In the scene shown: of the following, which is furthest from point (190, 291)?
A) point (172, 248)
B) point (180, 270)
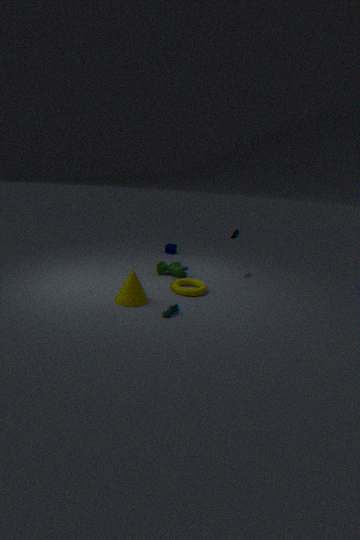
point (172, 248)
